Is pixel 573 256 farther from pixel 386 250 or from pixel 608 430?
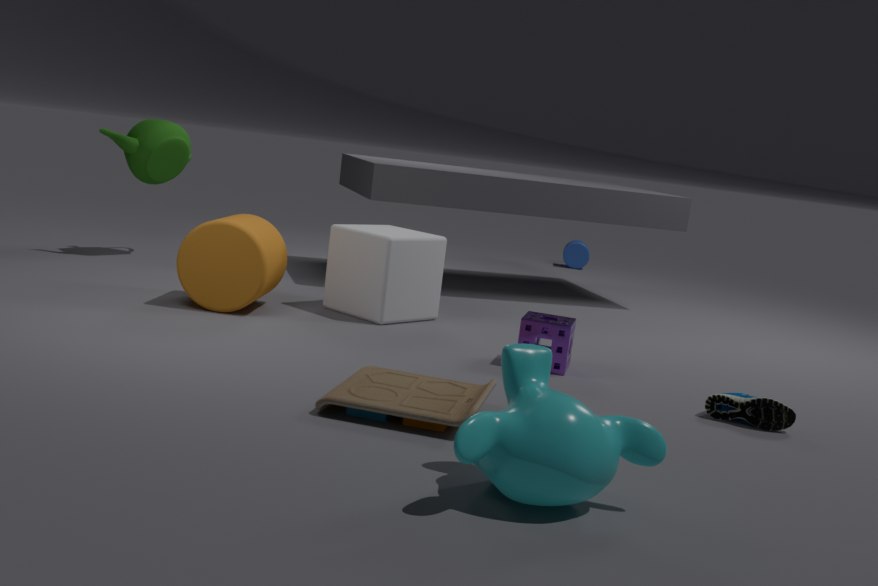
pixel 608 430
